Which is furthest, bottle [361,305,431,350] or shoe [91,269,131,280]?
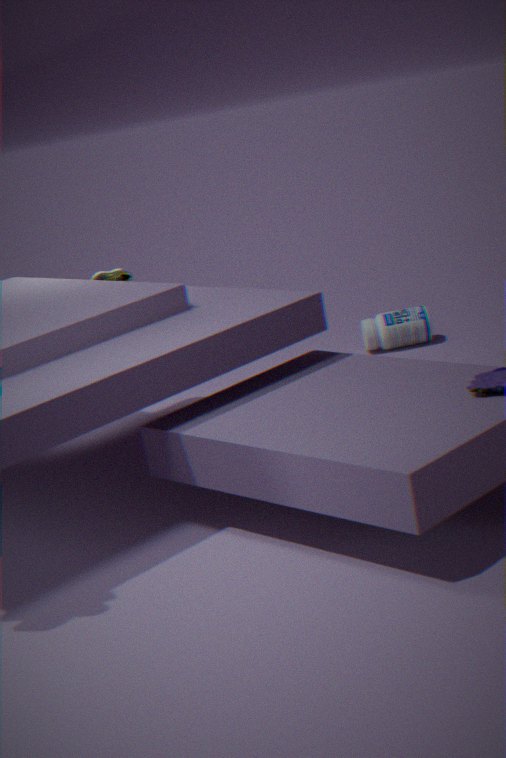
bottle [361,305,431,350]
